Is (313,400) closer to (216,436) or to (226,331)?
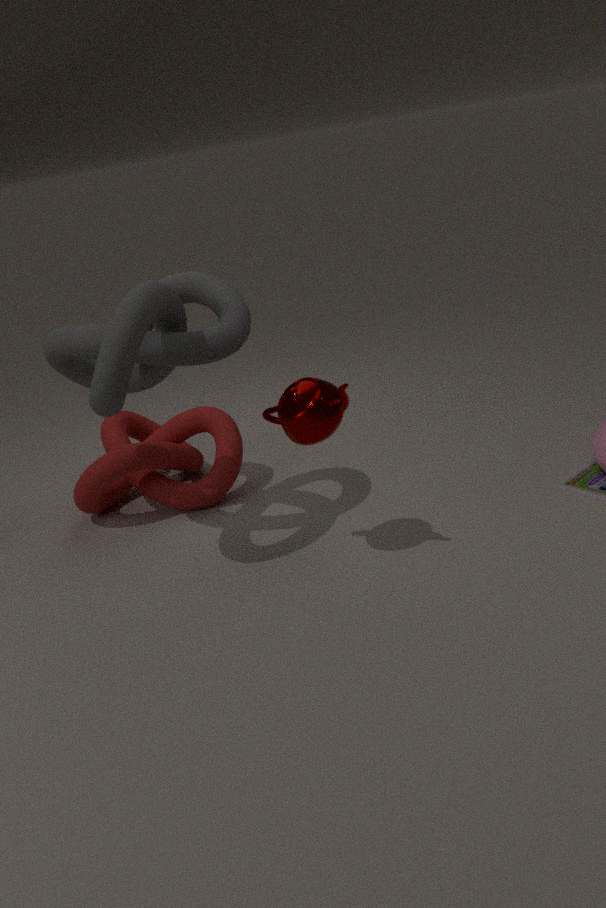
(226,331)
